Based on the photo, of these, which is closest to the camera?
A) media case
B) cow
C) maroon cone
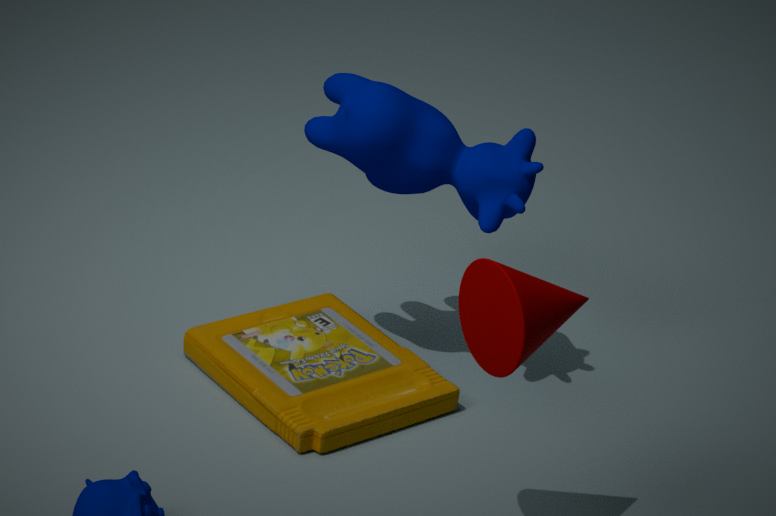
maroon cone
